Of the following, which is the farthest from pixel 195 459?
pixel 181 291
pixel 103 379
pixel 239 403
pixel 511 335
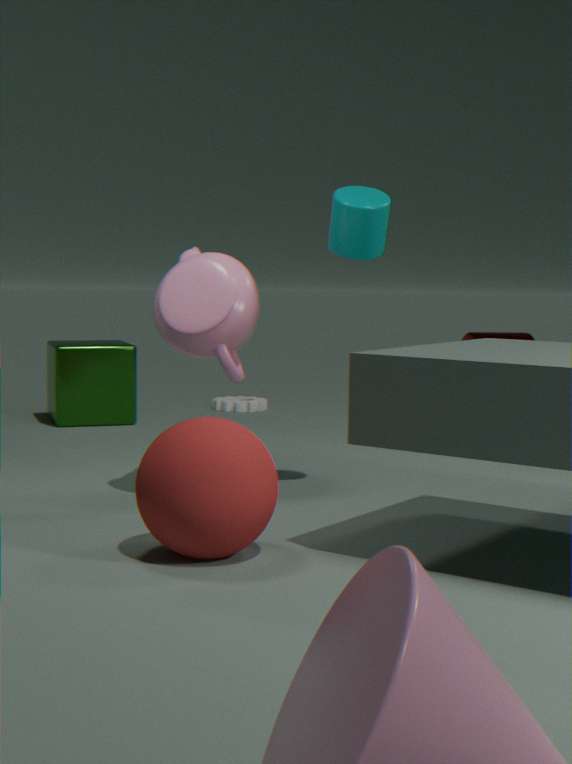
pixel 511 335
